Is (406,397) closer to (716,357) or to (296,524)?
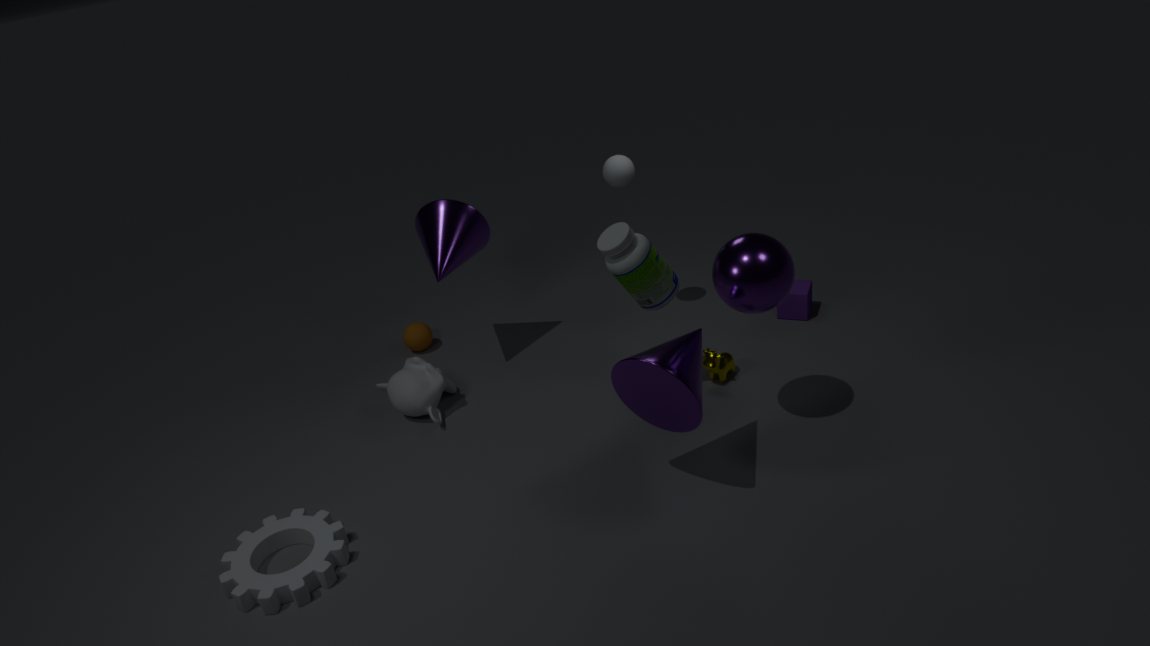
(296,524)
